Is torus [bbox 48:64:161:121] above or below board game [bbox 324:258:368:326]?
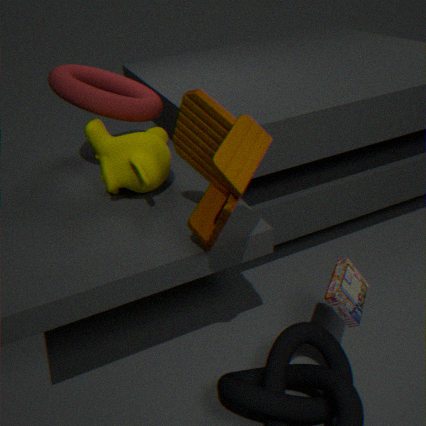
above
